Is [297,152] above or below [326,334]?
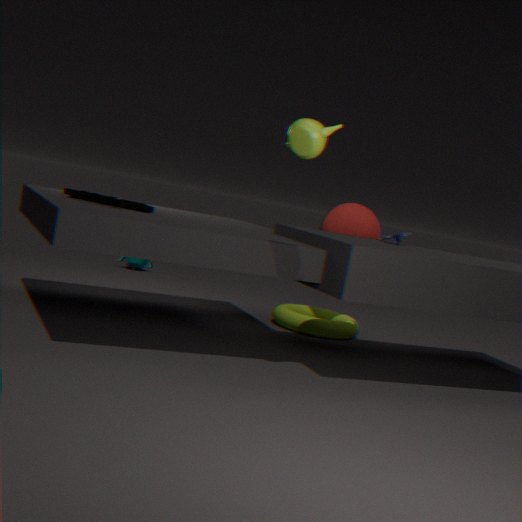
above
